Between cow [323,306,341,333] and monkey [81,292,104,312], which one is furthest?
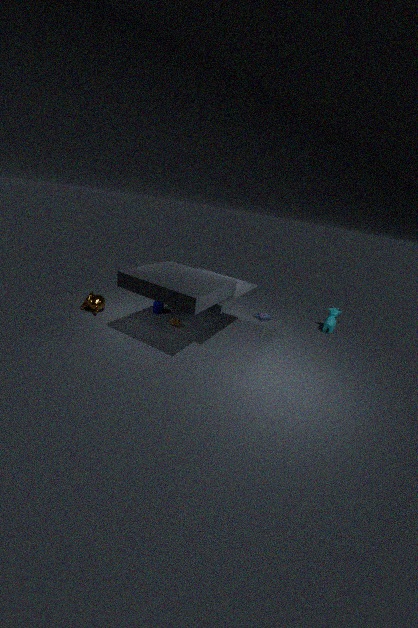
cow [323,306,341,333]
